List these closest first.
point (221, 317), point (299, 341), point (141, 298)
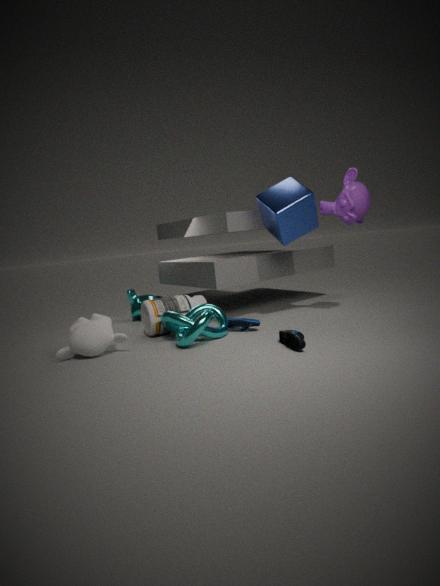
point (299, 341) → point (221, 317) → point (141, 298)
